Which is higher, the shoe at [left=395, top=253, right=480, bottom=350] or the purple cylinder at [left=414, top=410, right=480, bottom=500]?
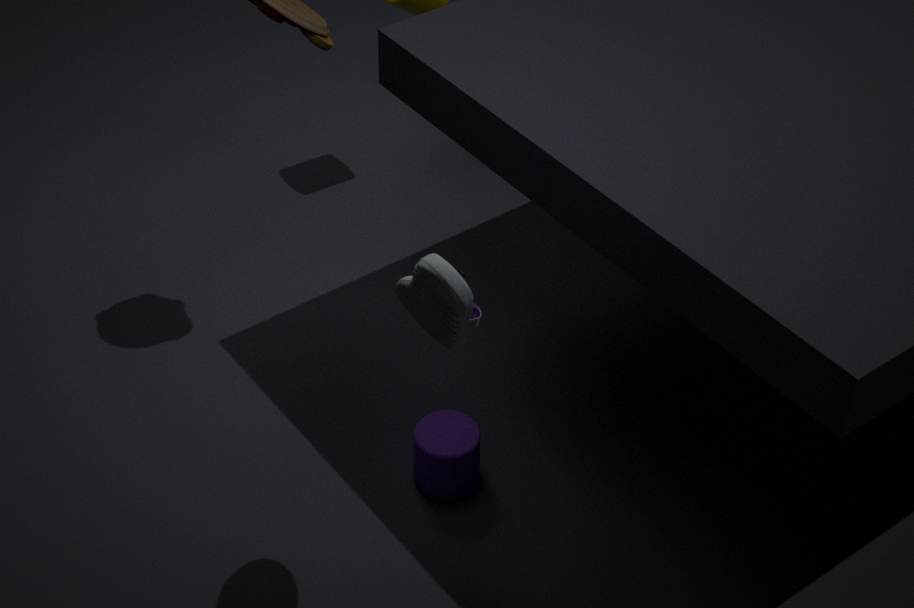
the shoe at [left=395, top=253, right=480, bottom=350]
